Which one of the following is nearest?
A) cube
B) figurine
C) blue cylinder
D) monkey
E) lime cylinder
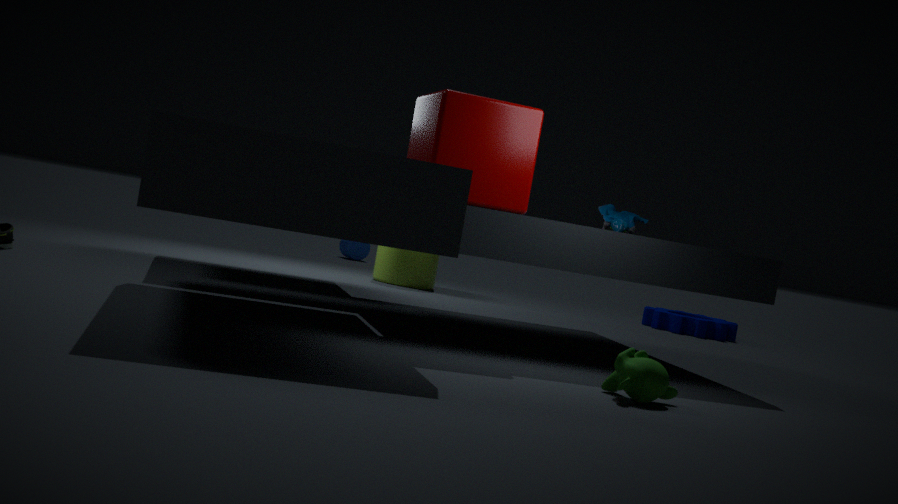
monkey
